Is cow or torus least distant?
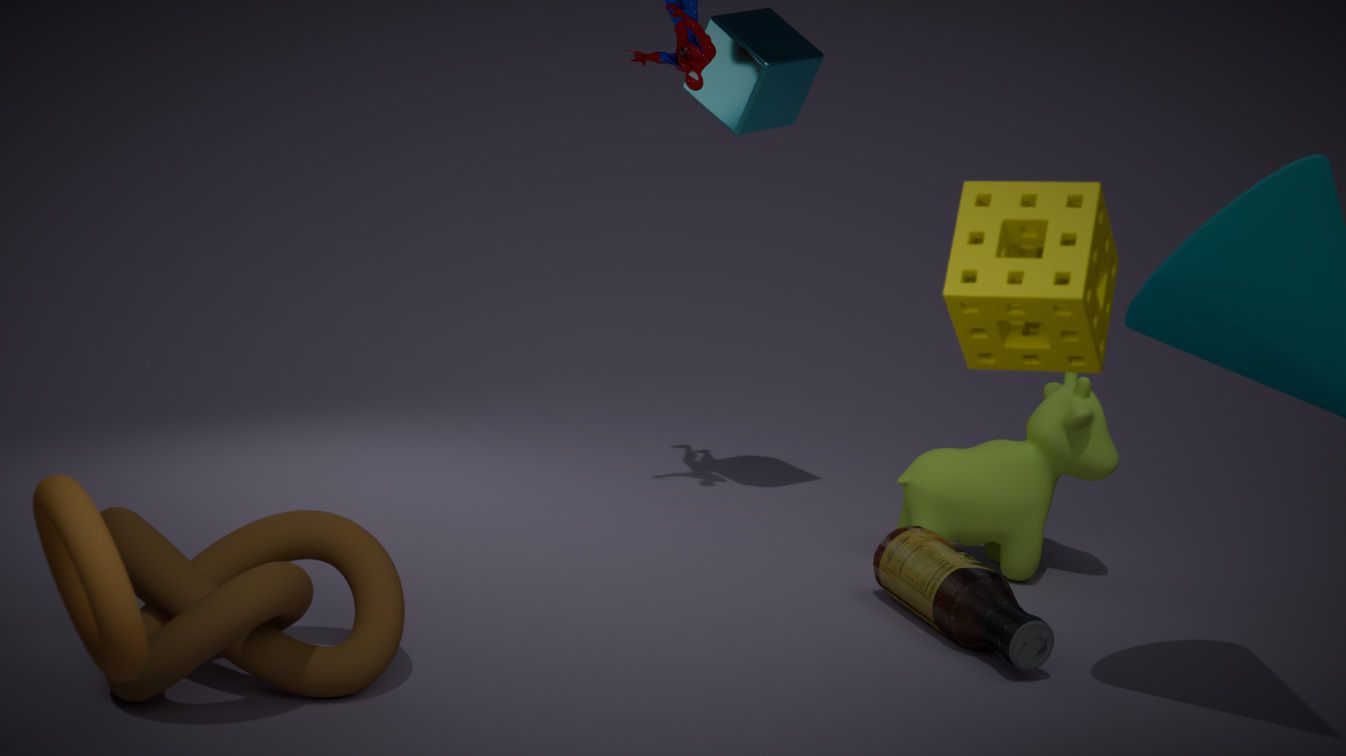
torus
